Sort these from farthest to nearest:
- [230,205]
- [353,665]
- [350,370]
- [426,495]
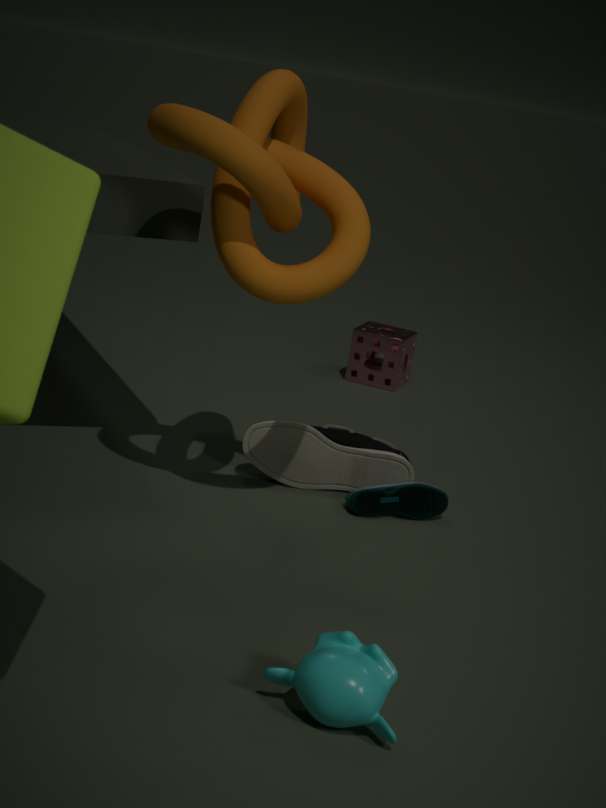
[350,370], [426,495], [230,205], [353,665]
